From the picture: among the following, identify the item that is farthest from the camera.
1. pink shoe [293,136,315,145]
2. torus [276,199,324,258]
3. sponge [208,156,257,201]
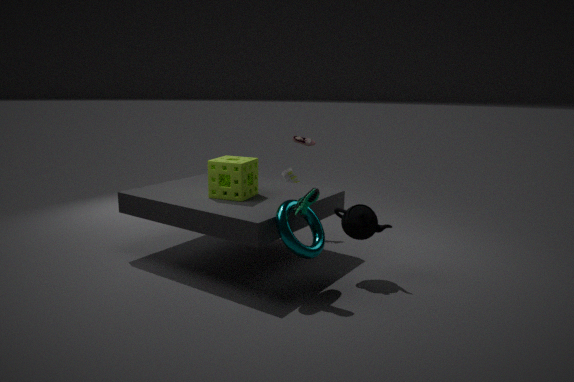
pink shoe [293,136,315,145]
